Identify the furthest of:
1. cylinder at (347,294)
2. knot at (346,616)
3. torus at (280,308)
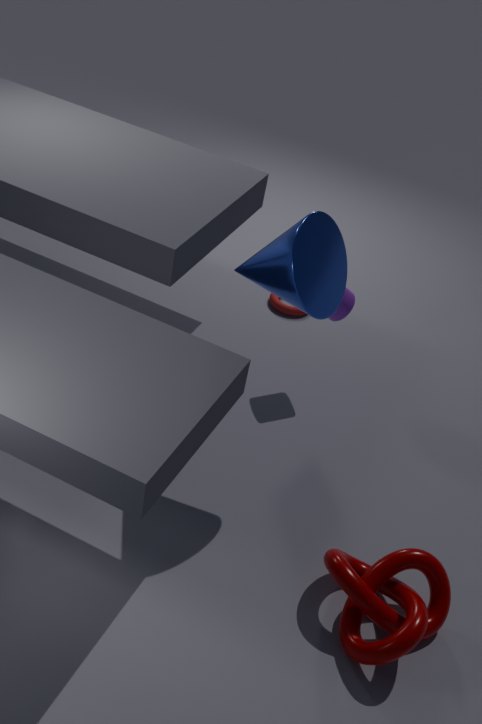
torus at (280,308)
